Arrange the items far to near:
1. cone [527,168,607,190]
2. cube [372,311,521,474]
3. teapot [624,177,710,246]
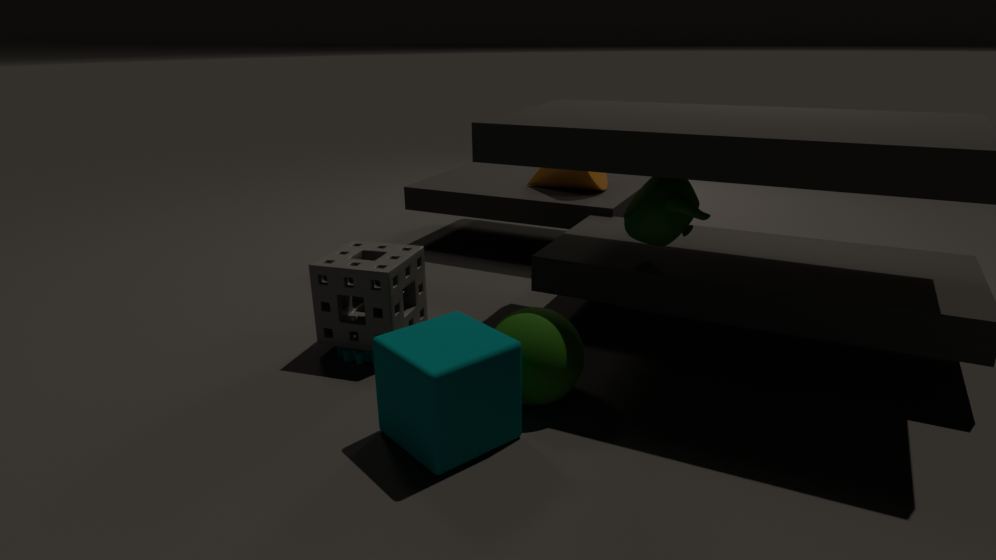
cone [527,168,607,190] → teapot [624,177,710,246] → cube [372,311,521,474]
